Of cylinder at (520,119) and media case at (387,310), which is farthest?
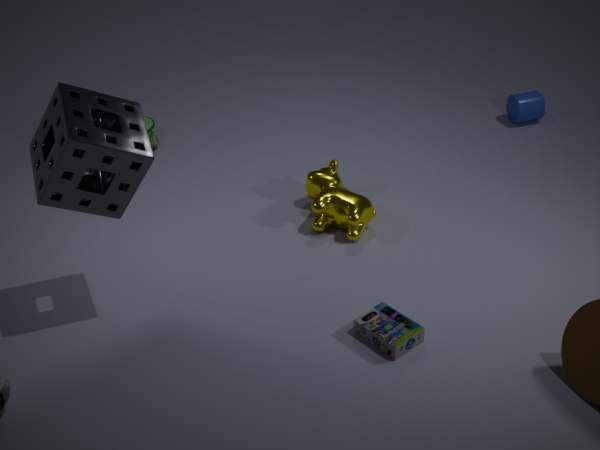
cylinder at (520,119)
